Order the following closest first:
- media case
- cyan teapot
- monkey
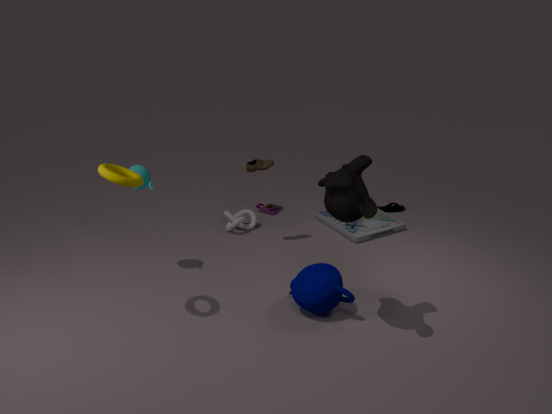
monkey → cyan teapot → media case
